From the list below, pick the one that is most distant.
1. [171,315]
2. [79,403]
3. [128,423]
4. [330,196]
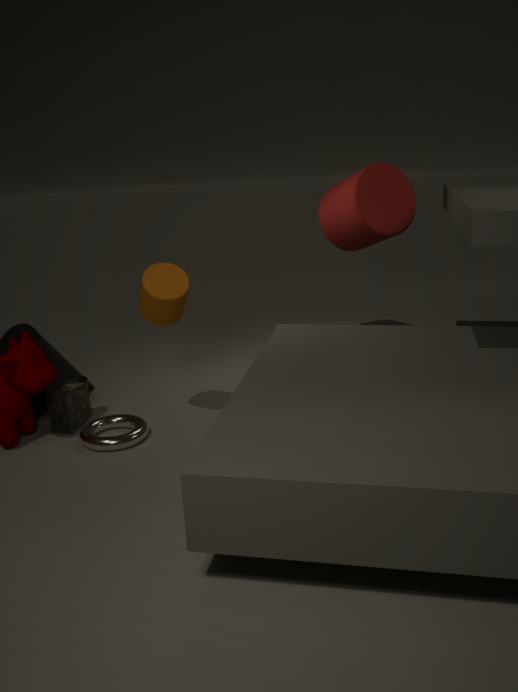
[330,196]
